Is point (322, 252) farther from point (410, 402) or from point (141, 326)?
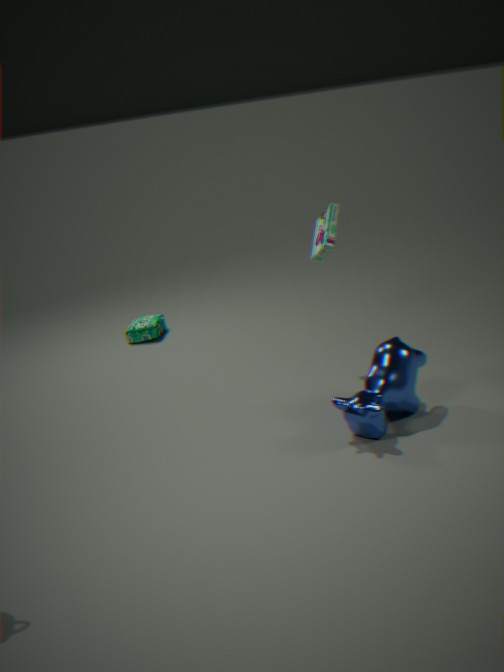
point (141, 326)
